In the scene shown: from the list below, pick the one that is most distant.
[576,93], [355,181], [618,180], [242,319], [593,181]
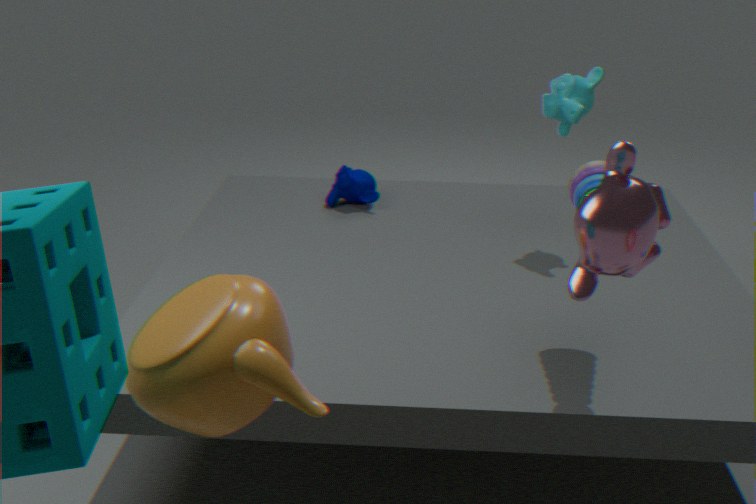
[355,181]
